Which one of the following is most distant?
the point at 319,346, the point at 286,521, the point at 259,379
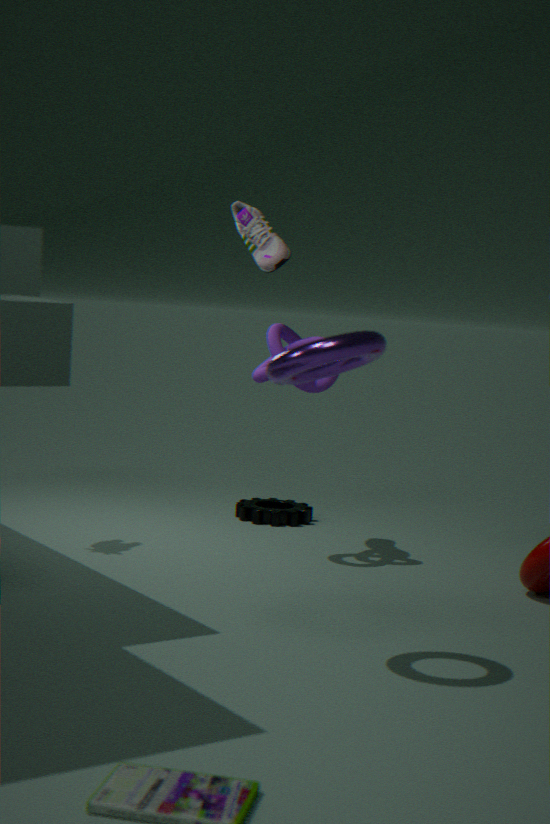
the point at 286,521
